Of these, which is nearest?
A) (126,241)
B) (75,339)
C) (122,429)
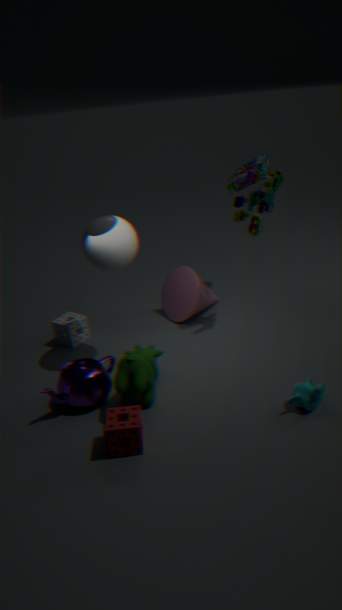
(122,429)
